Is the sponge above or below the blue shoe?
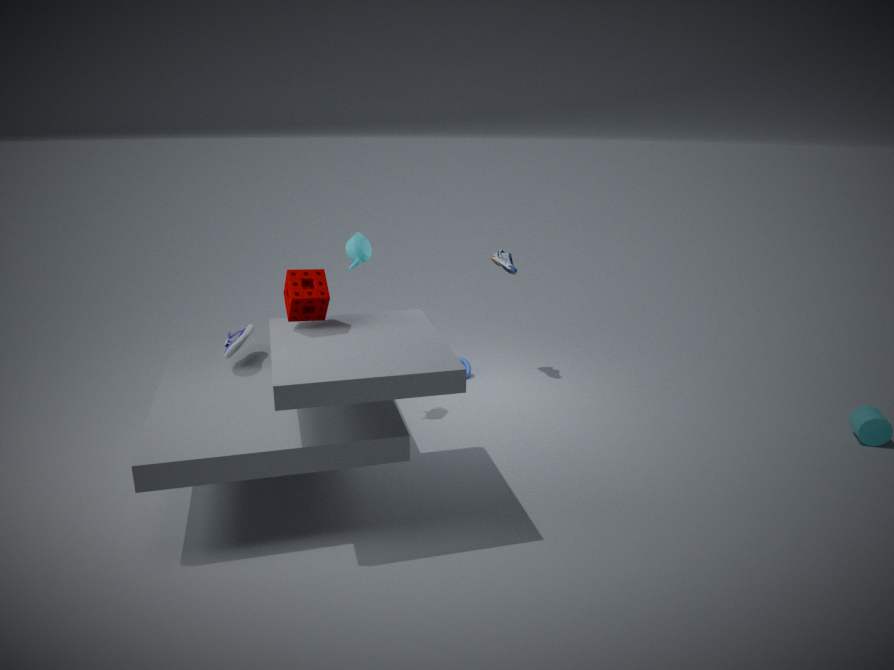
above
